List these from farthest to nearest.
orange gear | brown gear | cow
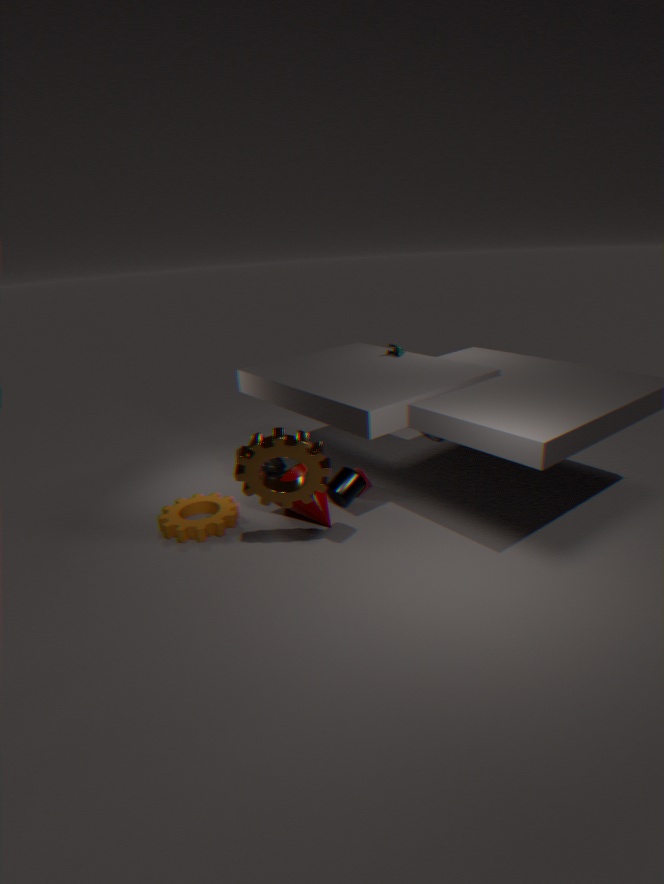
cow
orange gear
brown gear
